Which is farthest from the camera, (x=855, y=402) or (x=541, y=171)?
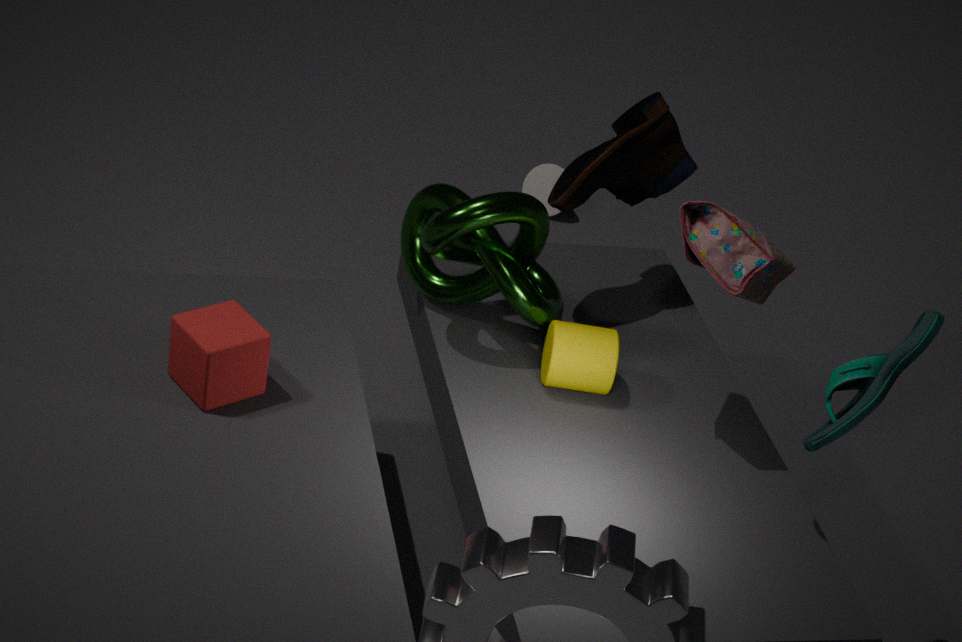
(x=541, y=171)
